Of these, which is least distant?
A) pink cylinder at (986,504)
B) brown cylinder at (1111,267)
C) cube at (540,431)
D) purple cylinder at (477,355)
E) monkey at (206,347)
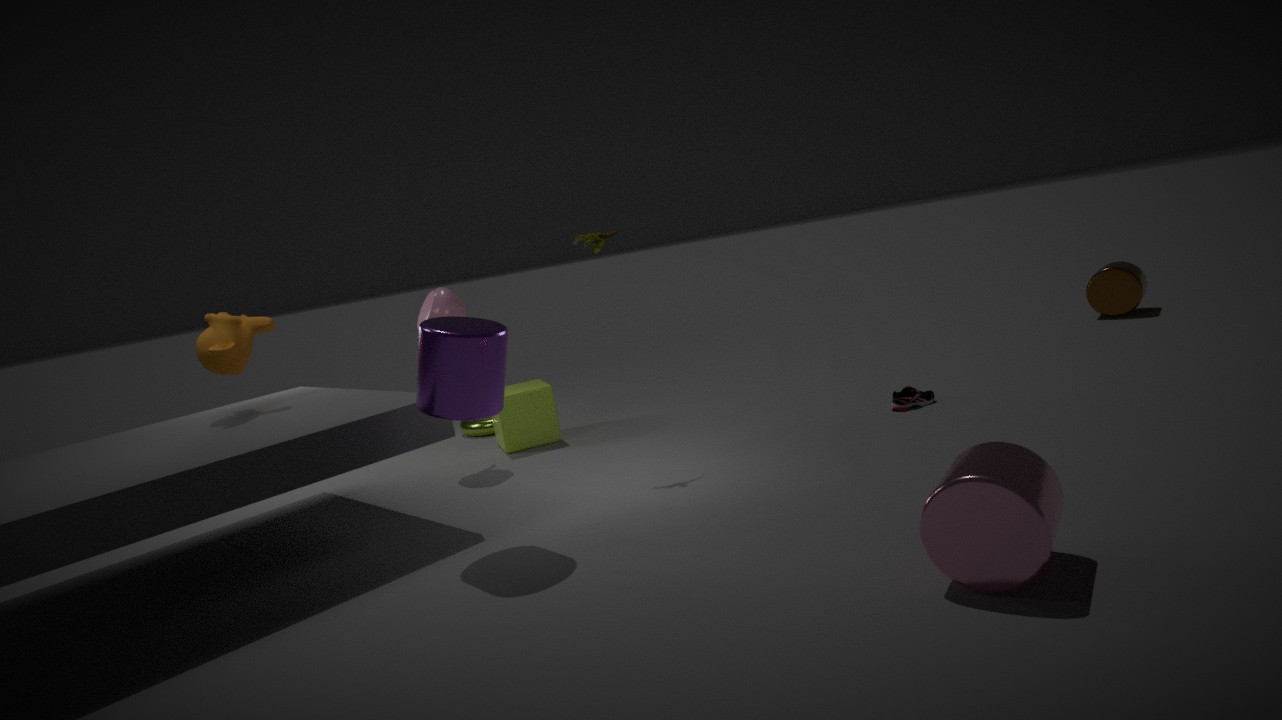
pink cylinder at (986,504)
